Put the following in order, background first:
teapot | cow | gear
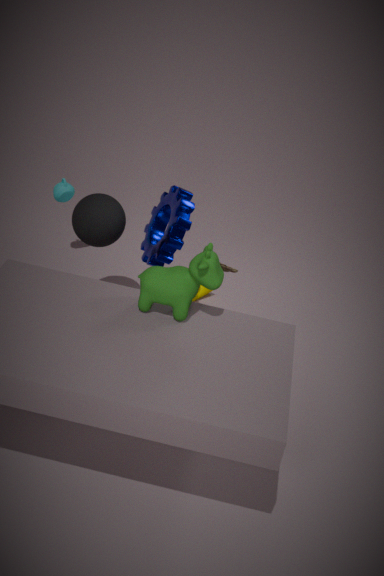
teapot < gear < cow
